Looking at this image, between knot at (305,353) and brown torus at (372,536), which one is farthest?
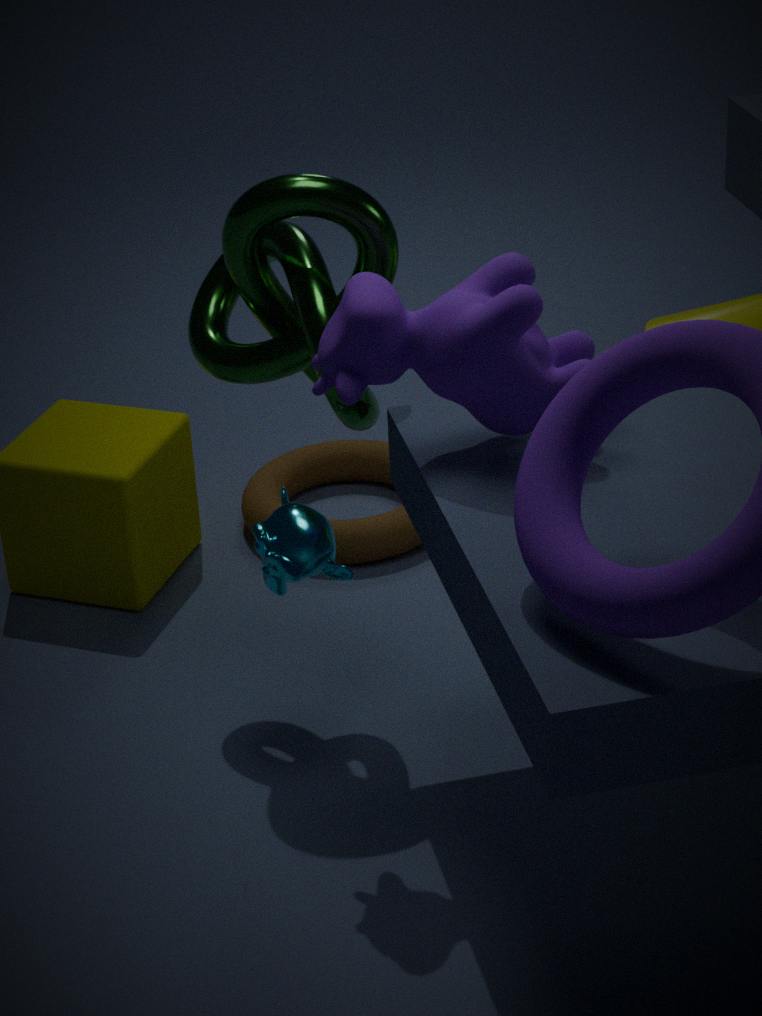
brown torus at (372,536)
